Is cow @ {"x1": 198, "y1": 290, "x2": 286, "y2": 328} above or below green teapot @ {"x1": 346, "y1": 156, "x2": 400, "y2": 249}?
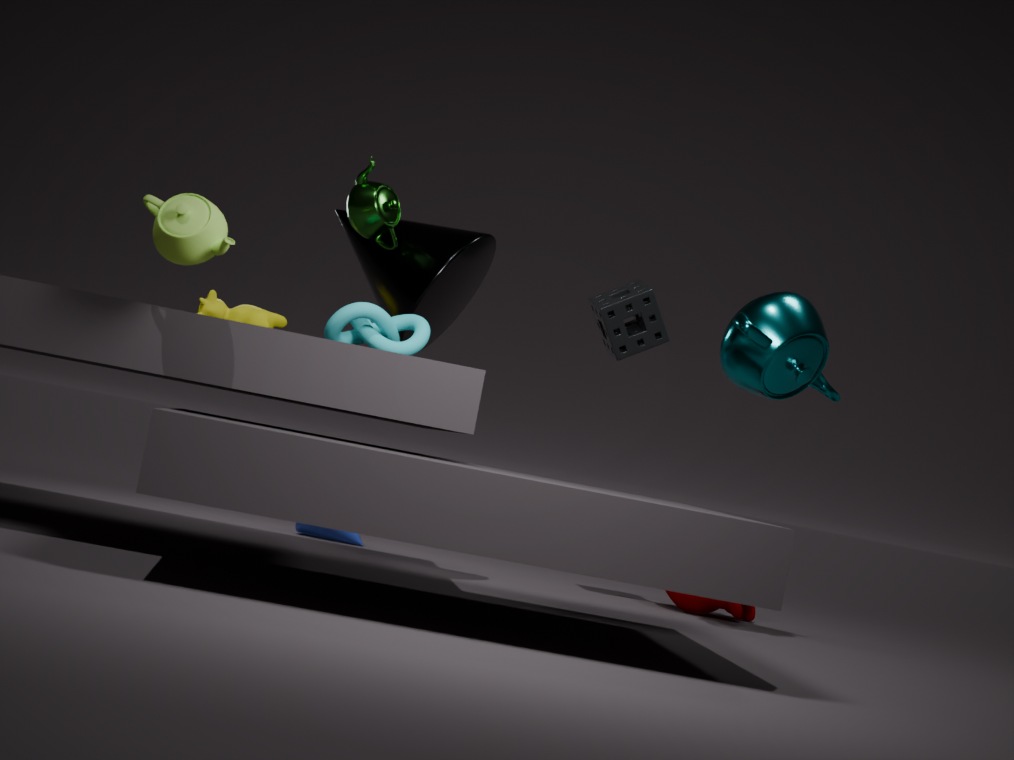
below
